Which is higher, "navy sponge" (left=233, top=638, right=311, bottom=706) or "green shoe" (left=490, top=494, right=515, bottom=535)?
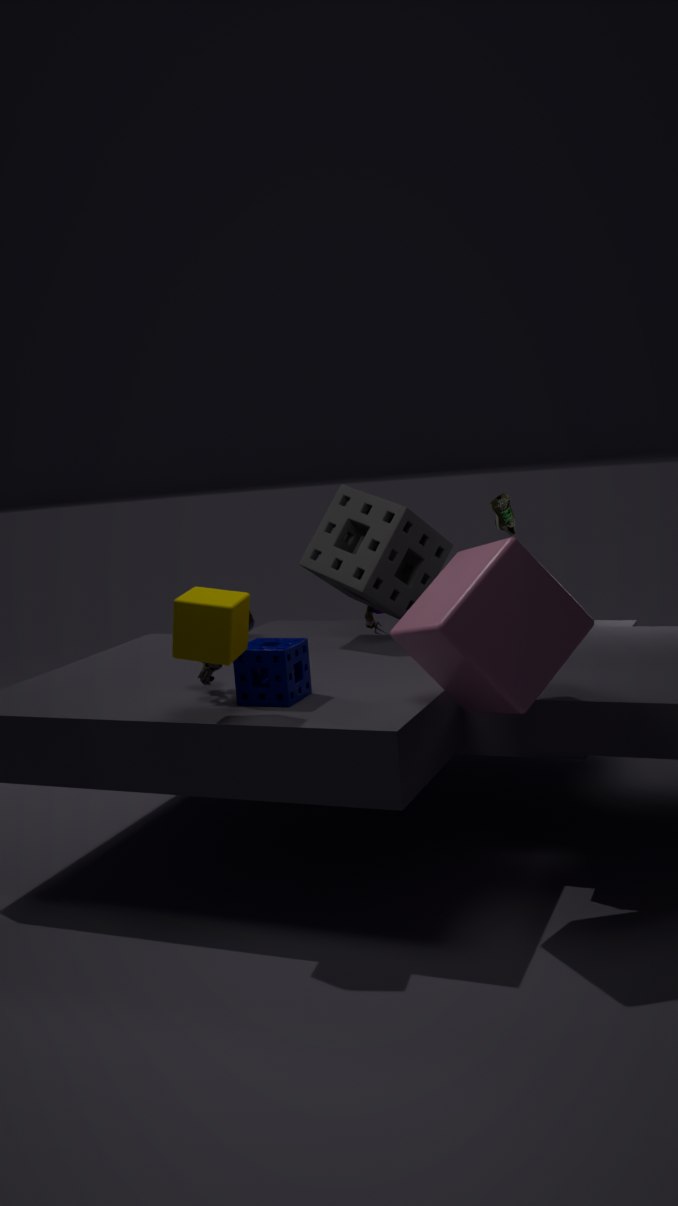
"green shoe" (left=490, top=494, right=515, bottom=535)
